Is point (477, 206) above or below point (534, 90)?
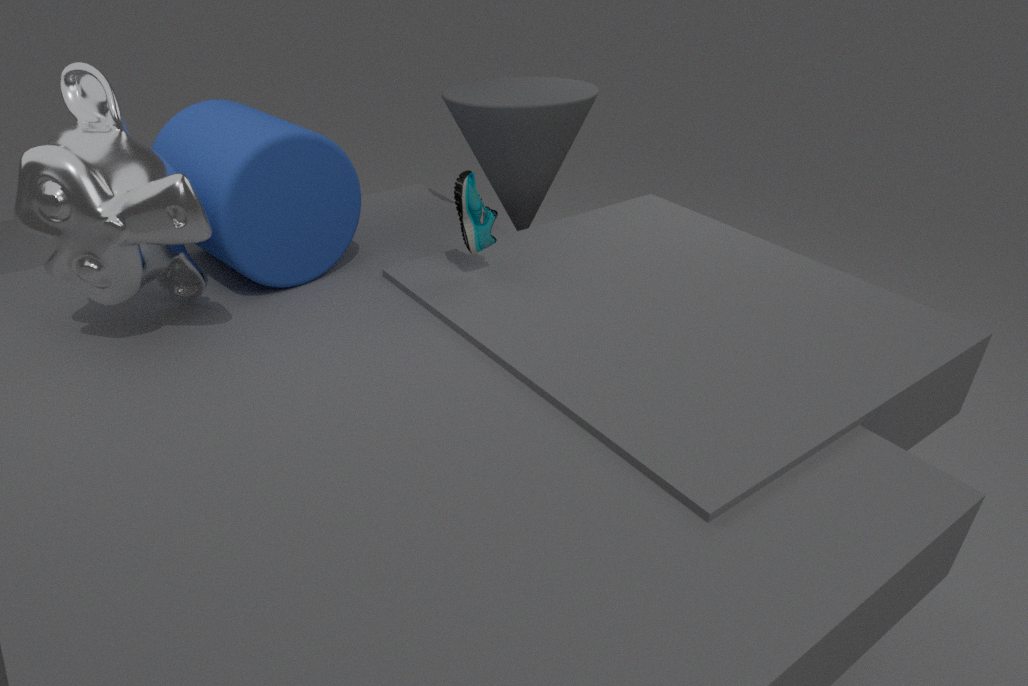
below
